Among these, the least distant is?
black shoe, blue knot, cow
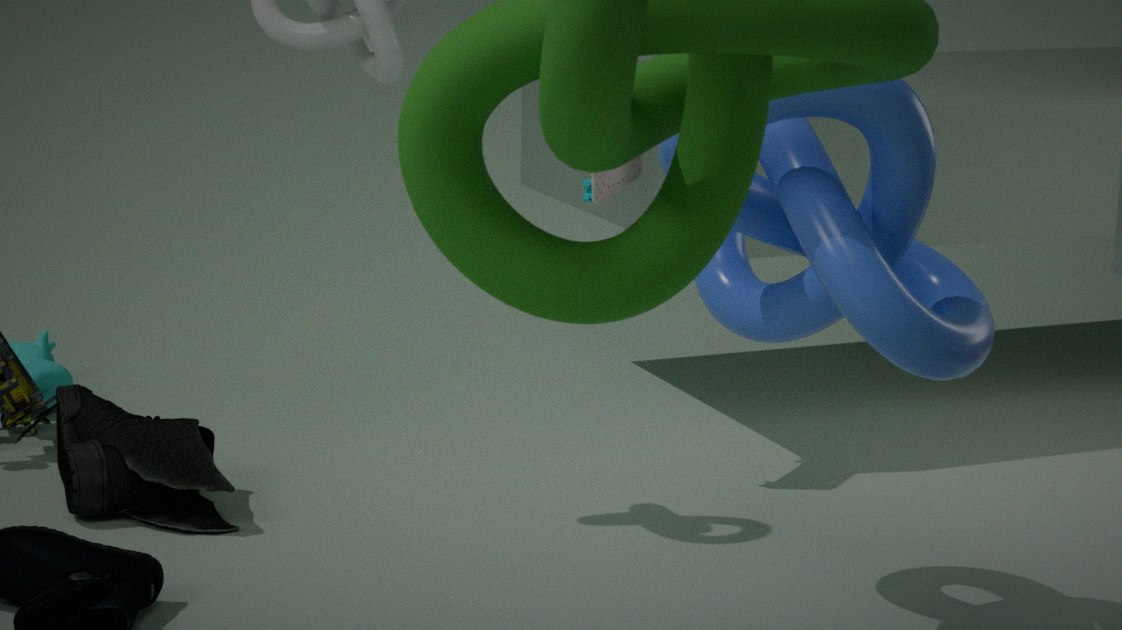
blue knot
